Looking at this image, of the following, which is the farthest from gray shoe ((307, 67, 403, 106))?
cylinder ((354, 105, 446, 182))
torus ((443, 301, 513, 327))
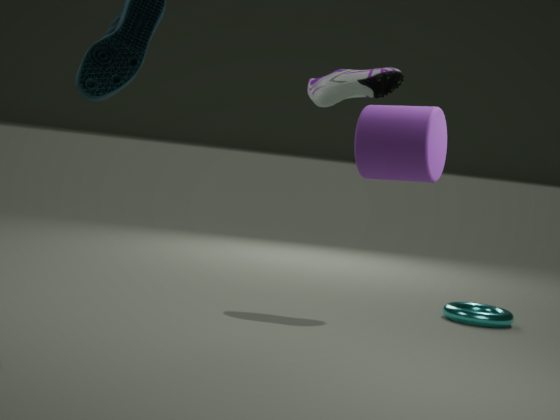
cylinder ((354, 105, 446, 182))
